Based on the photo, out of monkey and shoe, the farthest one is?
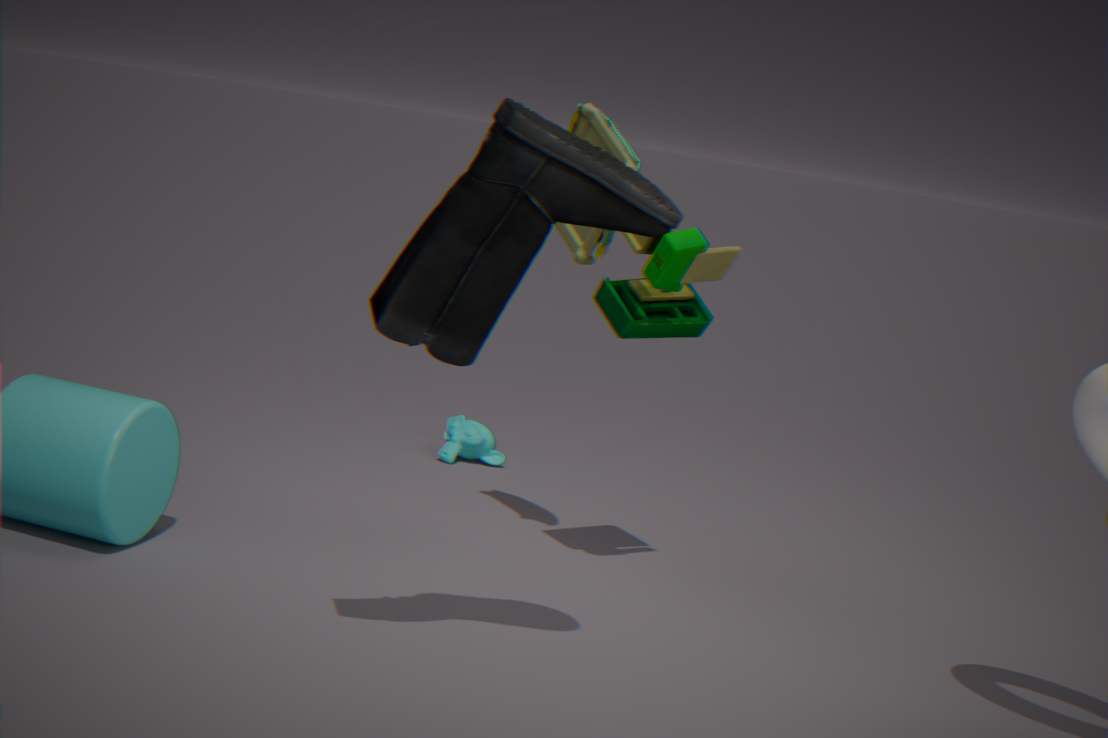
monkey
